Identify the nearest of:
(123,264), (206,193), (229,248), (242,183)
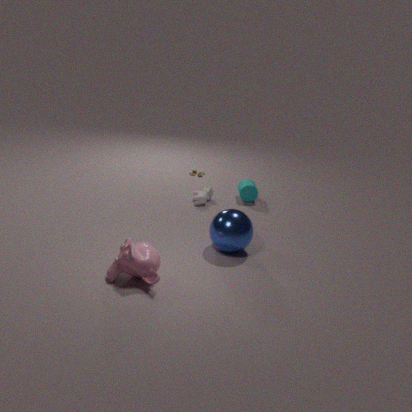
(123,264)
